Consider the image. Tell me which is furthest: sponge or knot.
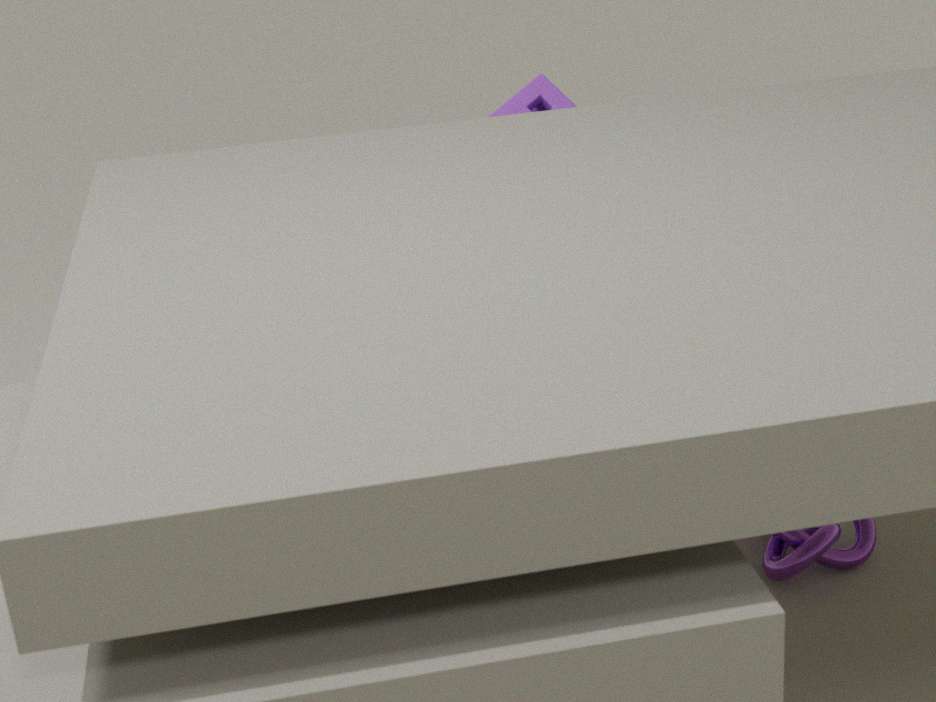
sponge
